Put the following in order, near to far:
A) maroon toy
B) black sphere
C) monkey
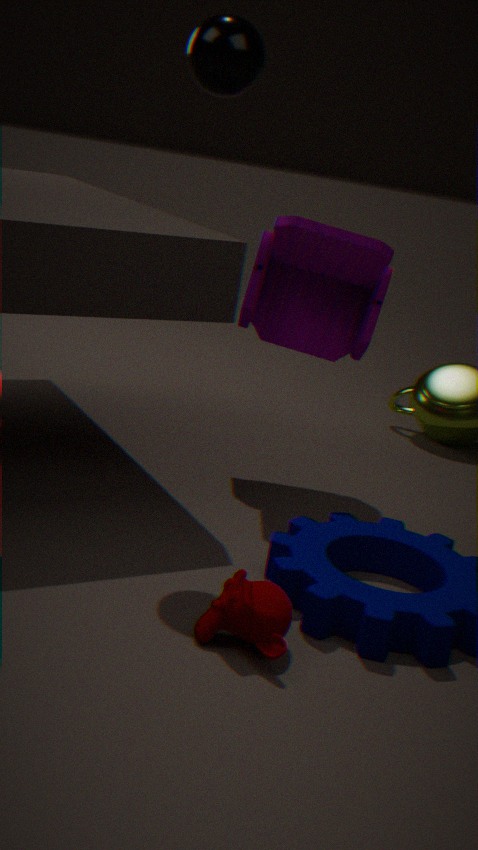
monkey
black sphere
maroon toy
